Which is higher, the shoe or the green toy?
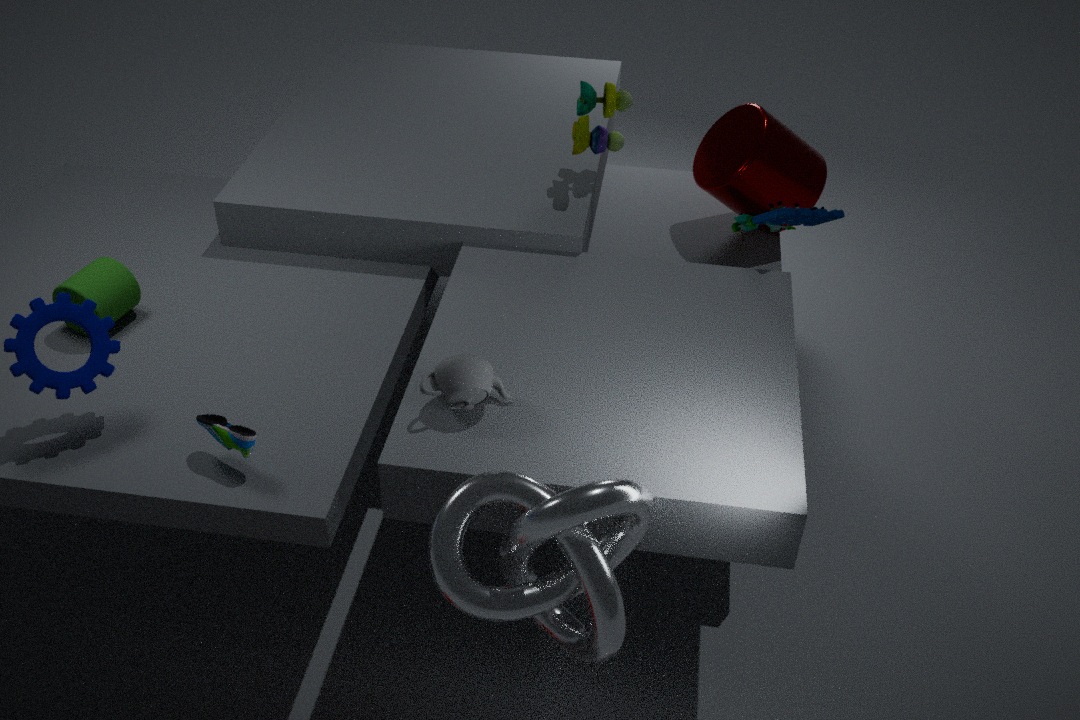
the green toy
